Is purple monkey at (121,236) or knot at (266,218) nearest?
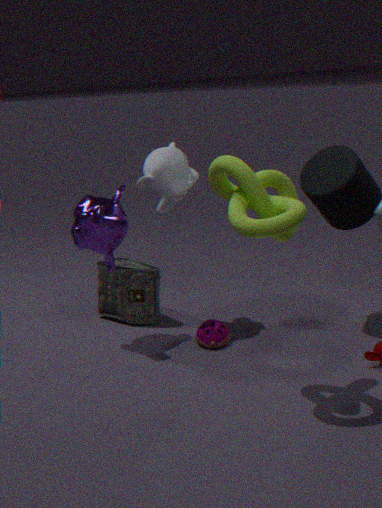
knot at (266,218)
